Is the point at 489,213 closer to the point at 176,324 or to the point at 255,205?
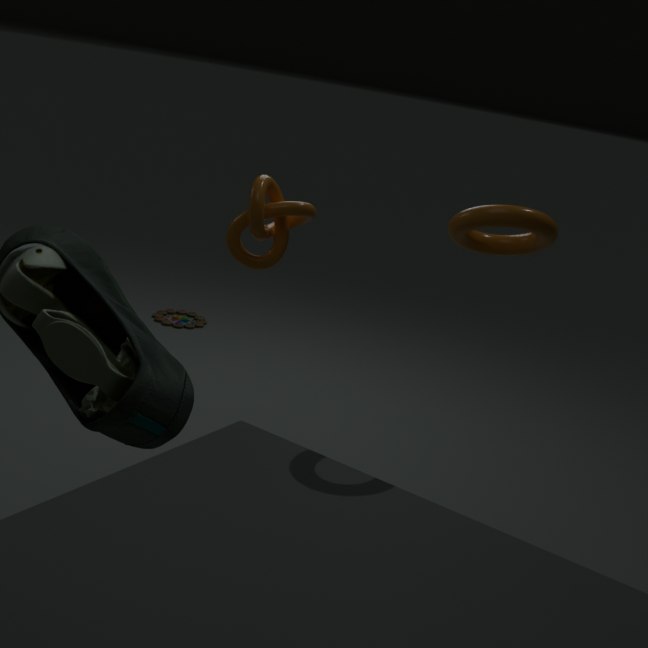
the point at 255,205
